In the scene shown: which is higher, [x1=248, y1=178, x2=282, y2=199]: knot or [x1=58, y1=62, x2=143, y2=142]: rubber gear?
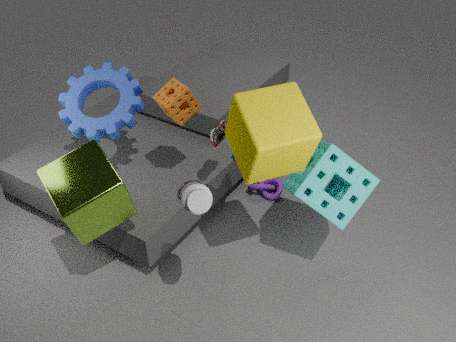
[x1=58, y1=62, x2=143, y2=142]: rubber gear
